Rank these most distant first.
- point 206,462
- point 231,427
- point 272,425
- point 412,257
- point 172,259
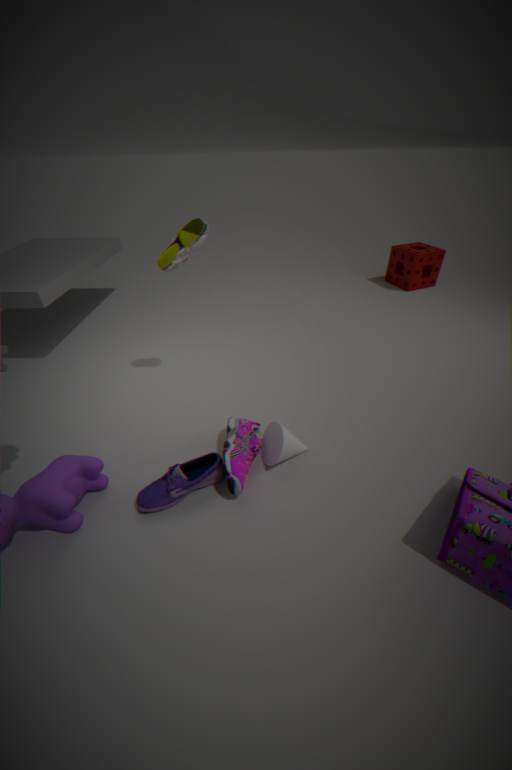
point 412,257
point 172,259
point 231,427
point 272,425
point 206,462
